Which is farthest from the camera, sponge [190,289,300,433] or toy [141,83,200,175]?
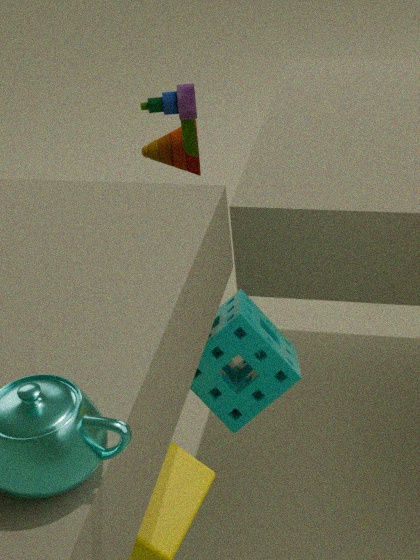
toy [141,83,200,175]
